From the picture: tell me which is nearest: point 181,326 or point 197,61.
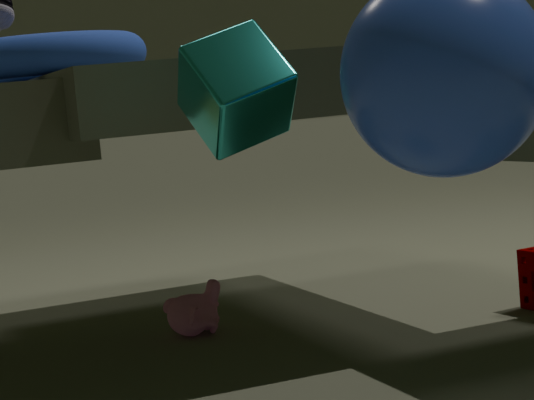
point 197,61
